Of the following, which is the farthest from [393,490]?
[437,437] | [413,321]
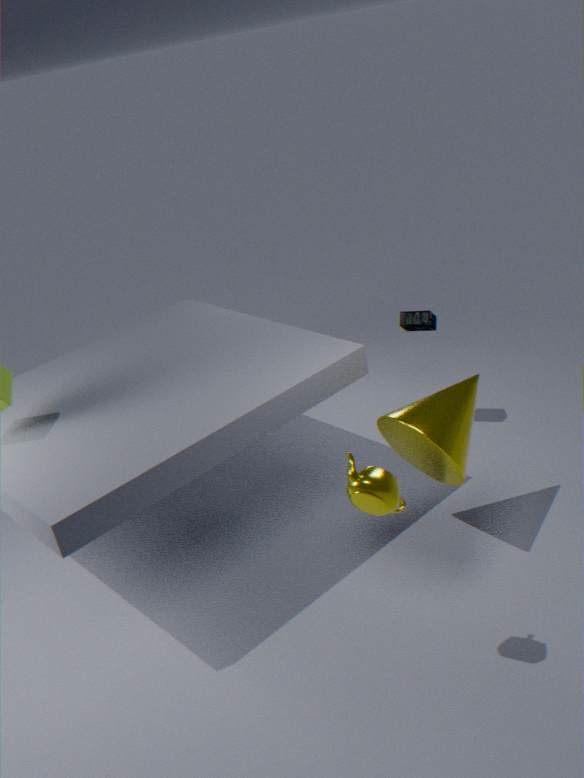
[413,321]
